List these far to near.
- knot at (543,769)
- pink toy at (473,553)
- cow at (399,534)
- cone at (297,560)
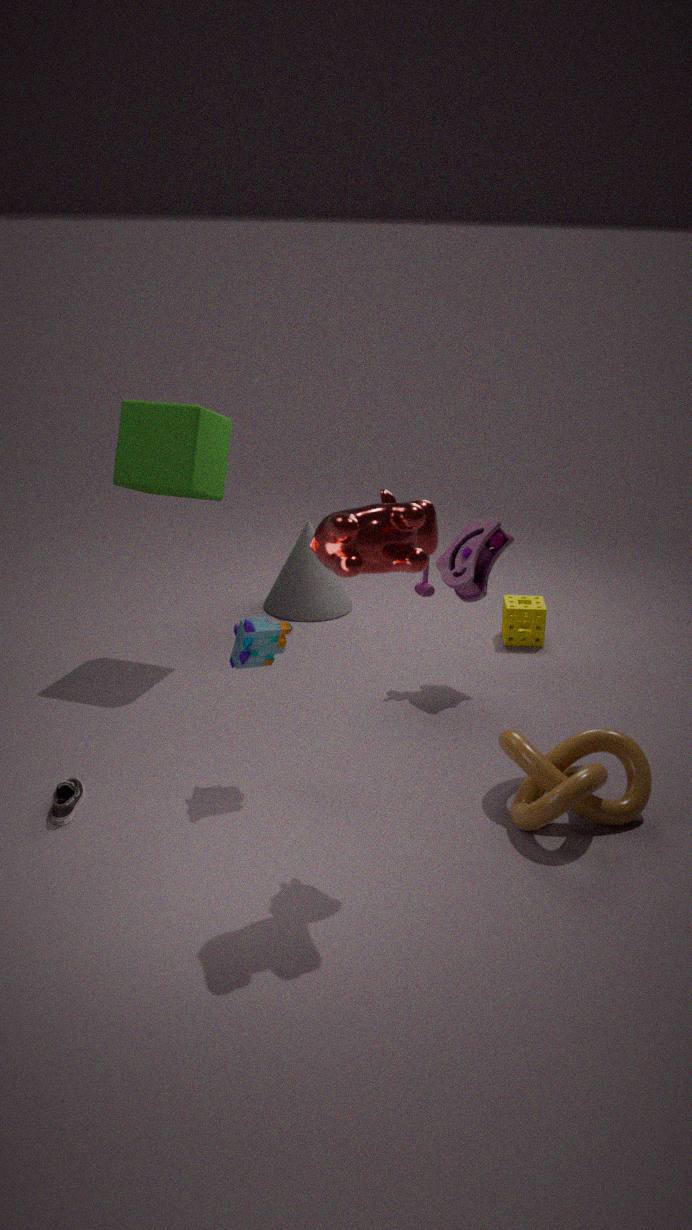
cone at (297,560) → pink toy at (473,553) → knot at (543,769) → cow at (399,534)
